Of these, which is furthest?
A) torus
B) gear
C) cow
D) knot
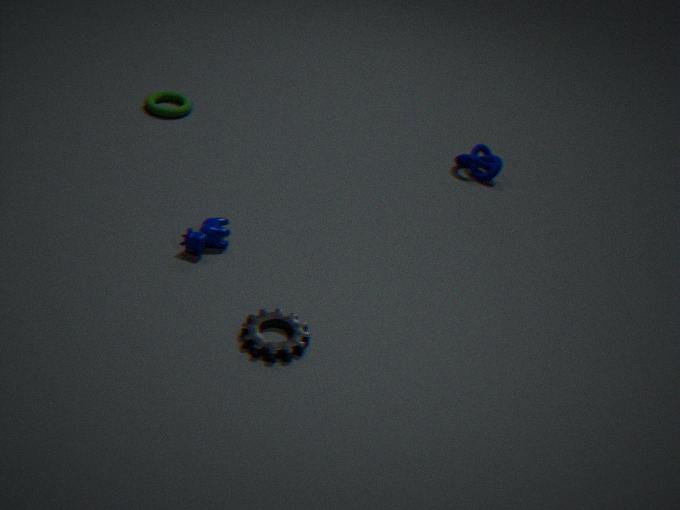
torus
